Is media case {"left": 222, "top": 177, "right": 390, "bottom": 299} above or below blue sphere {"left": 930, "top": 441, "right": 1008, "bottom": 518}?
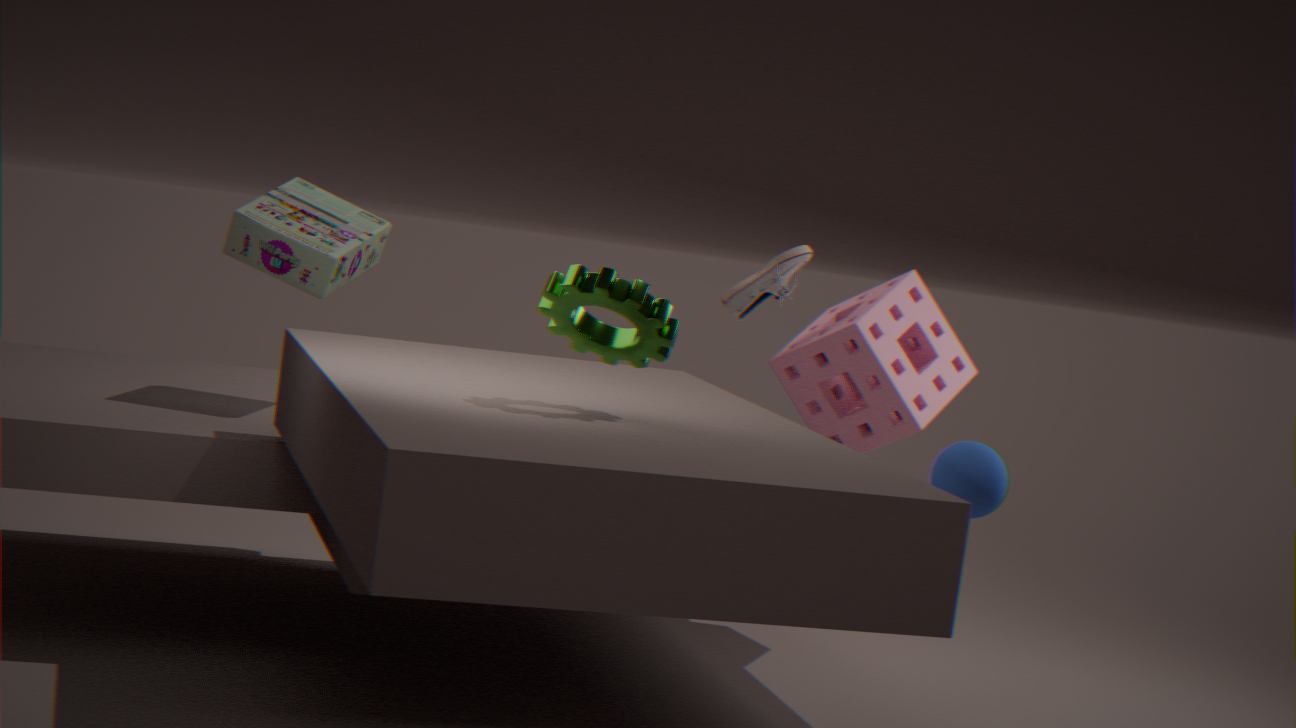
above
